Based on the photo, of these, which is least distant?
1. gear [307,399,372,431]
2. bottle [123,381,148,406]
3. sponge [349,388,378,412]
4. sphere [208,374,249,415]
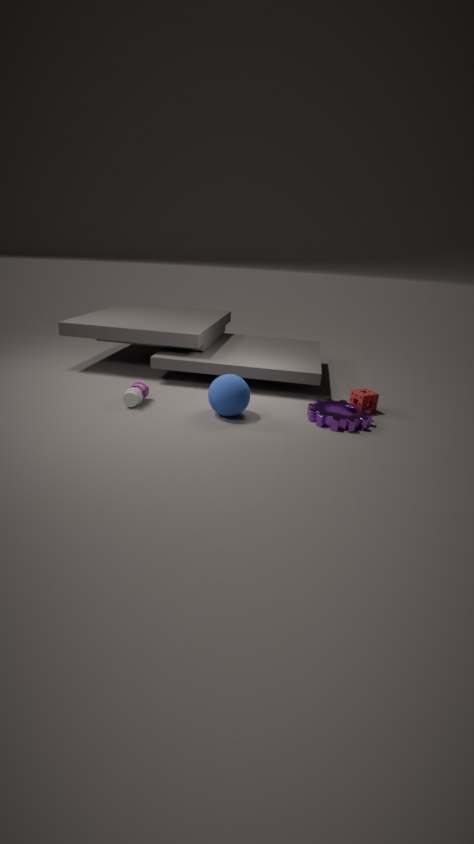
sphere [208,374,249,415]
